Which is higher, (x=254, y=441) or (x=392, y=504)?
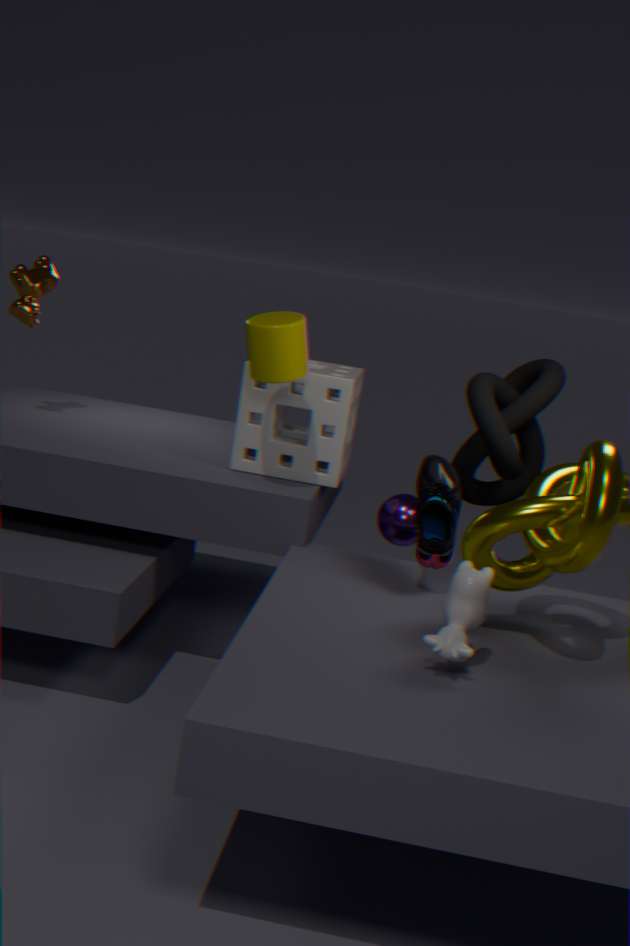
(x=254, y=441)
